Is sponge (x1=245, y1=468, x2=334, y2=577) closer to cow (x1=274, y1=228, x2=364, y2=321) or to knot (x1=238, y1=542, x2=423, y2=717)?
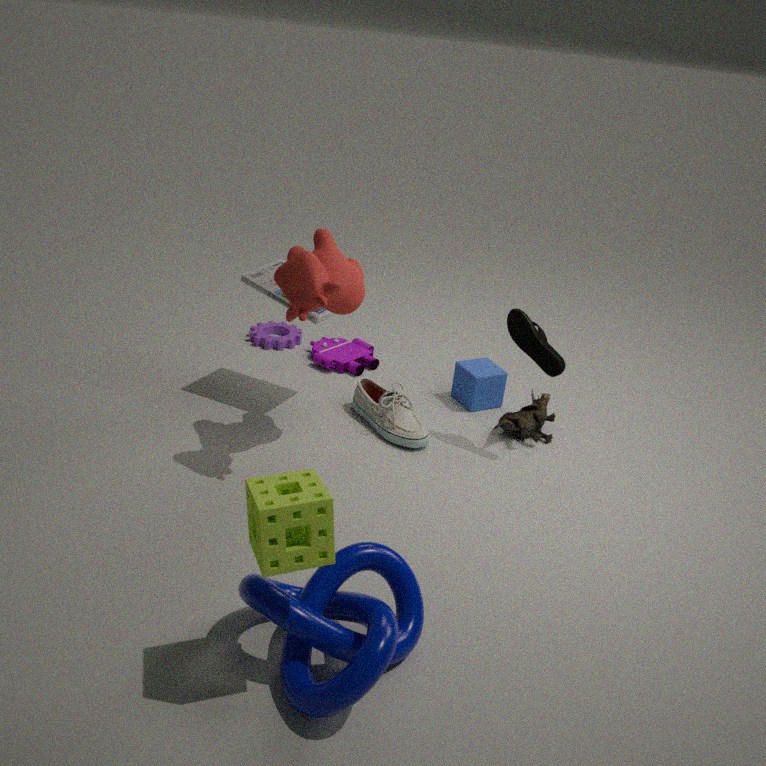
knot (x1=238, y1=542, x2=423, y2=717)
